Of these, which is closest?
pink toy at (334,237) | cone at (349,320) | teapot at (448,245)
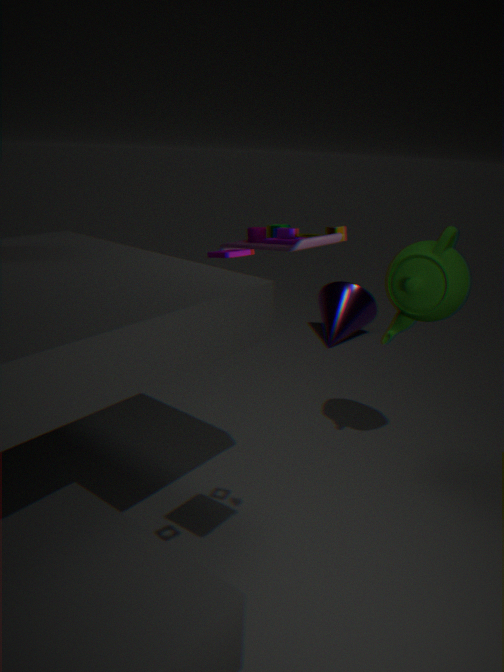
pink toy at (334,237)
